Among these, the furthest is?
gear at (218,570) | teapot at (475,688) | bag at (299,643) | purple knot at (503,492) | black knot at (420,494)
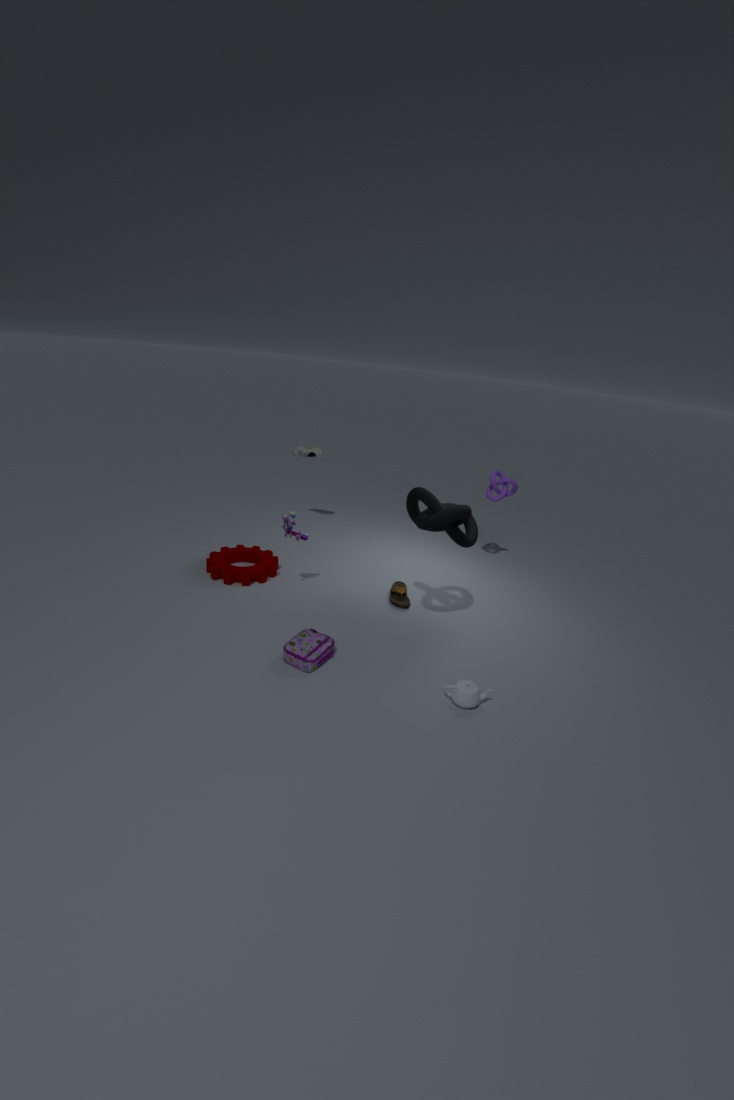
purple knot at (503,492)
